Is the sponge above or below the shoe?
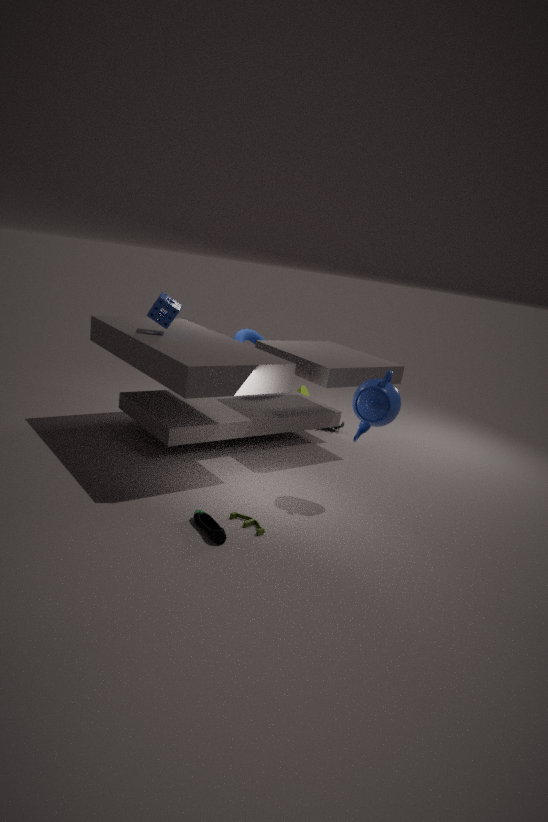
above
